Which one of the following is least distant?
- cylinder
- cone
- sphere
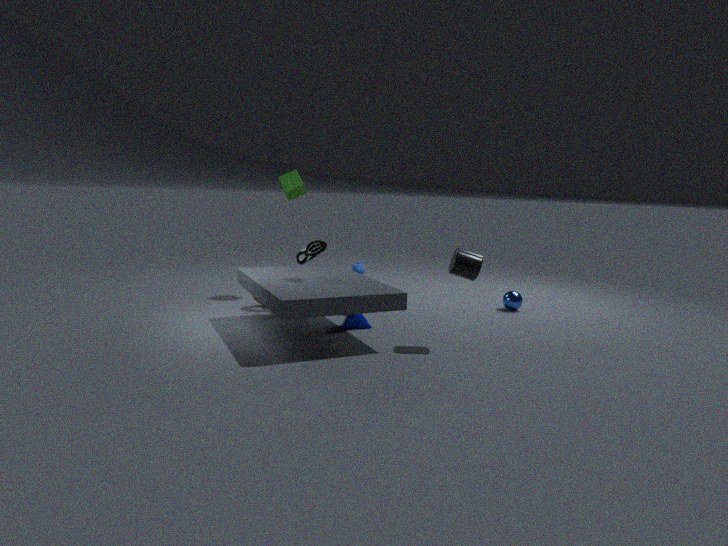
cylinder
